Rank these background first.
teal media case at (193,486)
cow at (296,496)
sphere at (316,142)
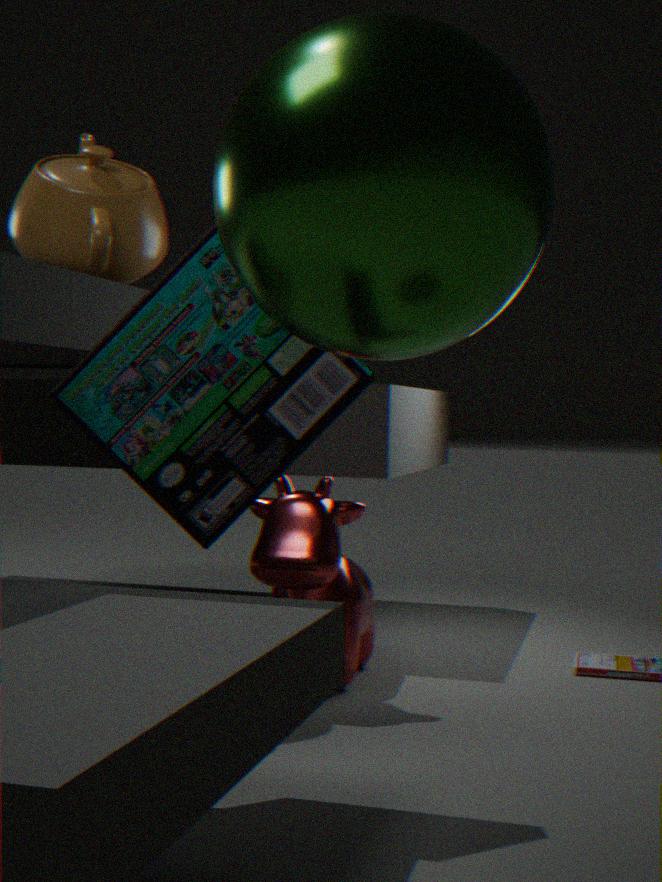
cow at (296,496) → teal media case at (193,486) → sphere at (316,142)
